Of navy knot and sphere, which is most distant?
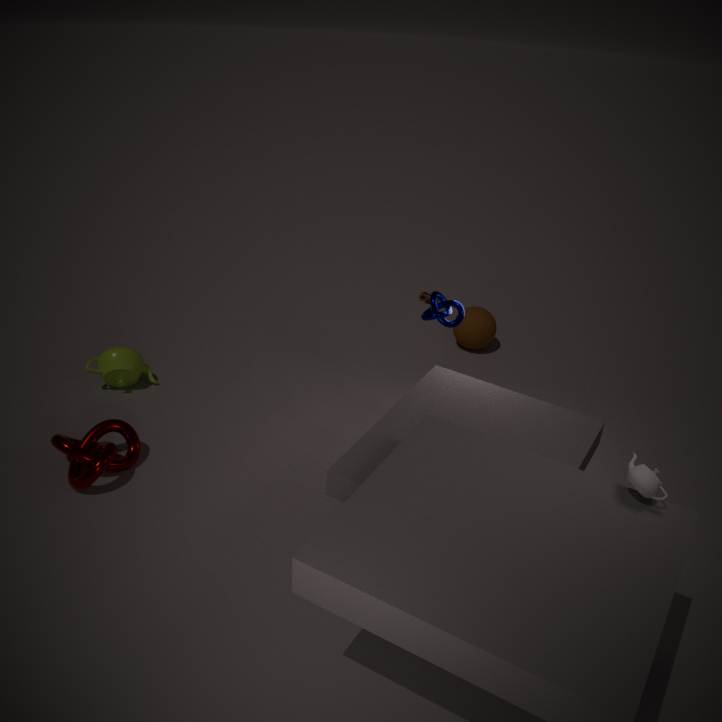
sphere
